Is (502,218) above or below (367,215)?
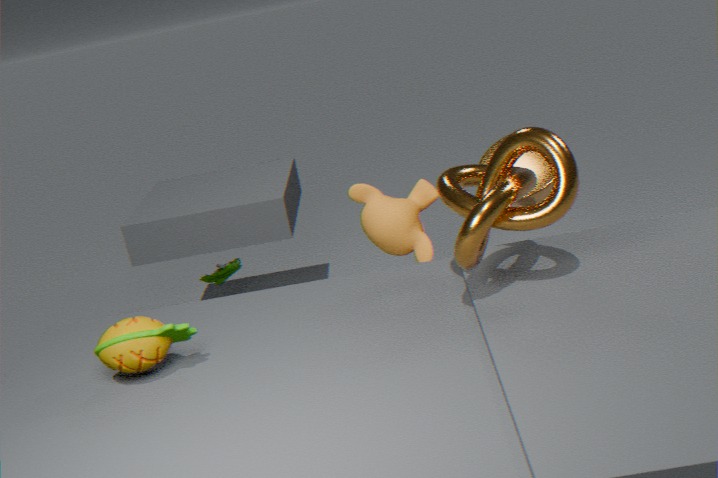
above
